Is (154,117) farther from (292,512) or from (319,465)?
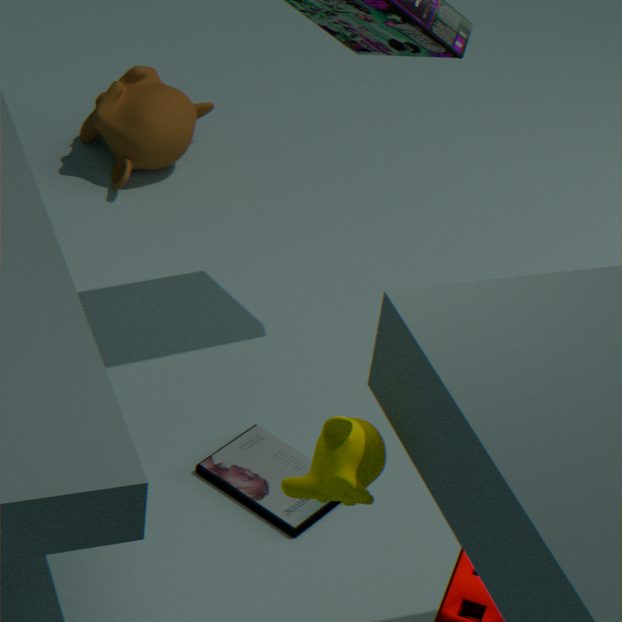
(319,465)
